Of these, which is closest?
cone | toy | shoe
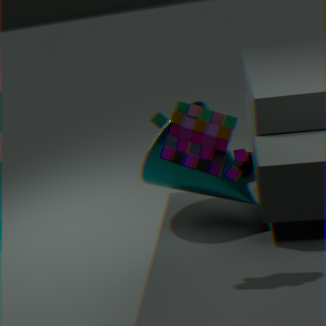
toy
